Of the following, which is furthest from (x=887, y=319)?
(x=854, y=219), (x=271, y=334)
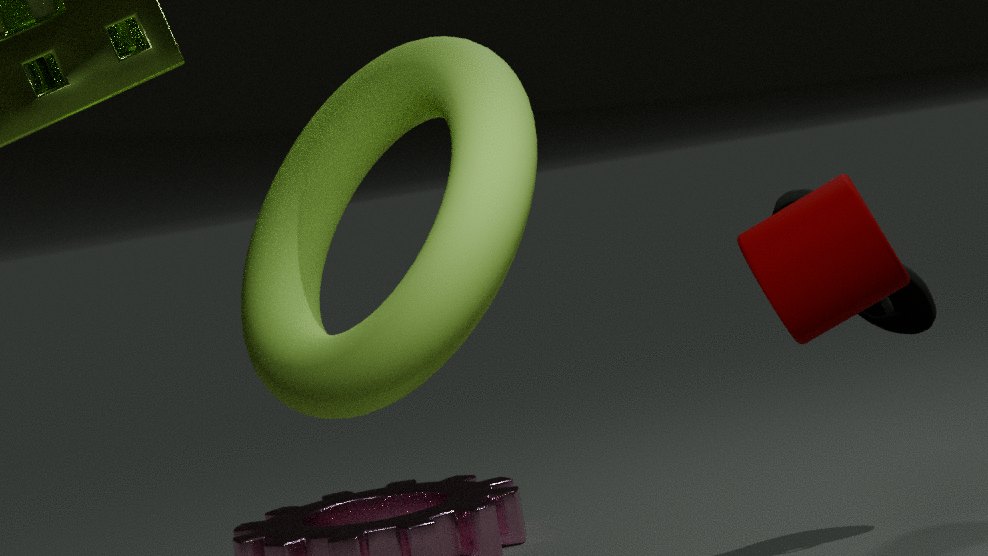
(x=271, y=334)
